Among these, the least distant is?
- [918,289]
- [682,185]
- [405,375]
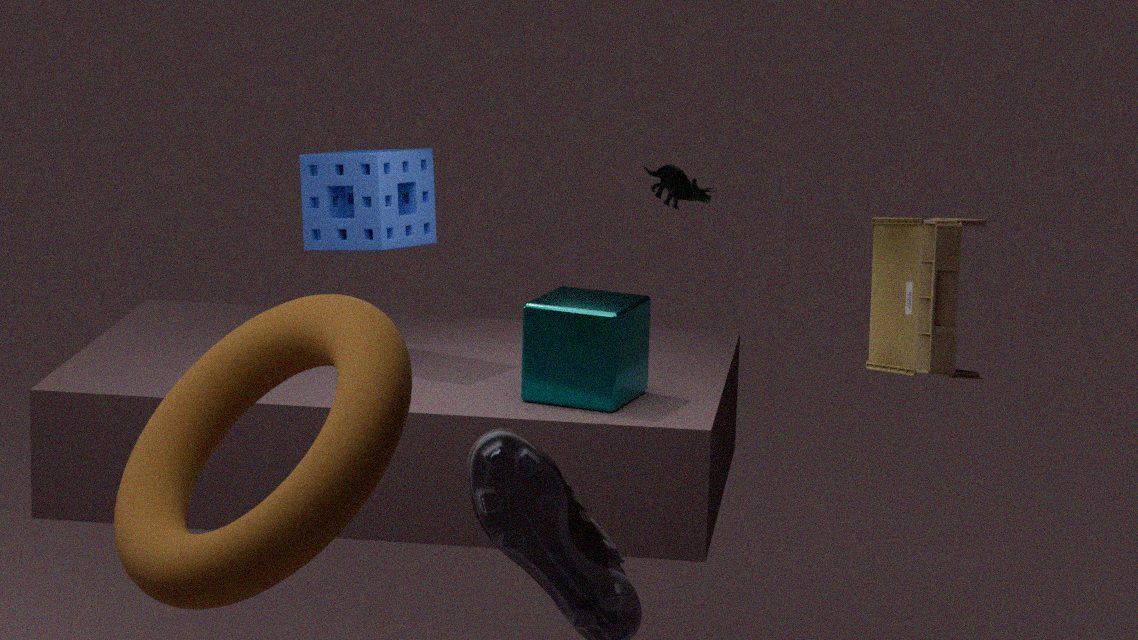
[405,375]
